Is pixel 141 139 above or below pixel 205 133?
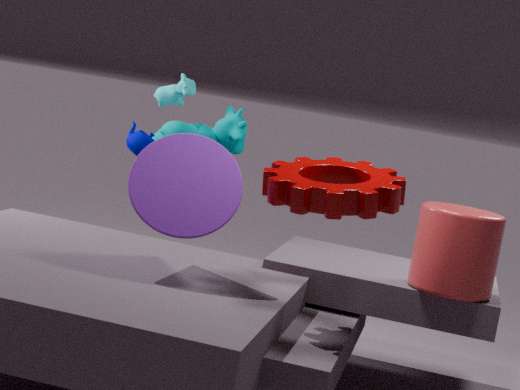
below
